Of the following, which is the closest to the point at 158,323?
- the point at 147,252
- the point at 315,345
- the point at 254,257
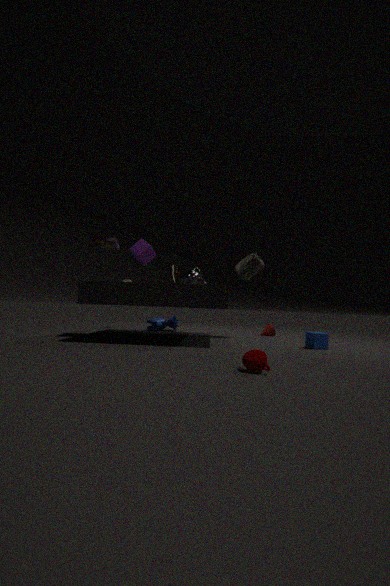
the point at 254,257
